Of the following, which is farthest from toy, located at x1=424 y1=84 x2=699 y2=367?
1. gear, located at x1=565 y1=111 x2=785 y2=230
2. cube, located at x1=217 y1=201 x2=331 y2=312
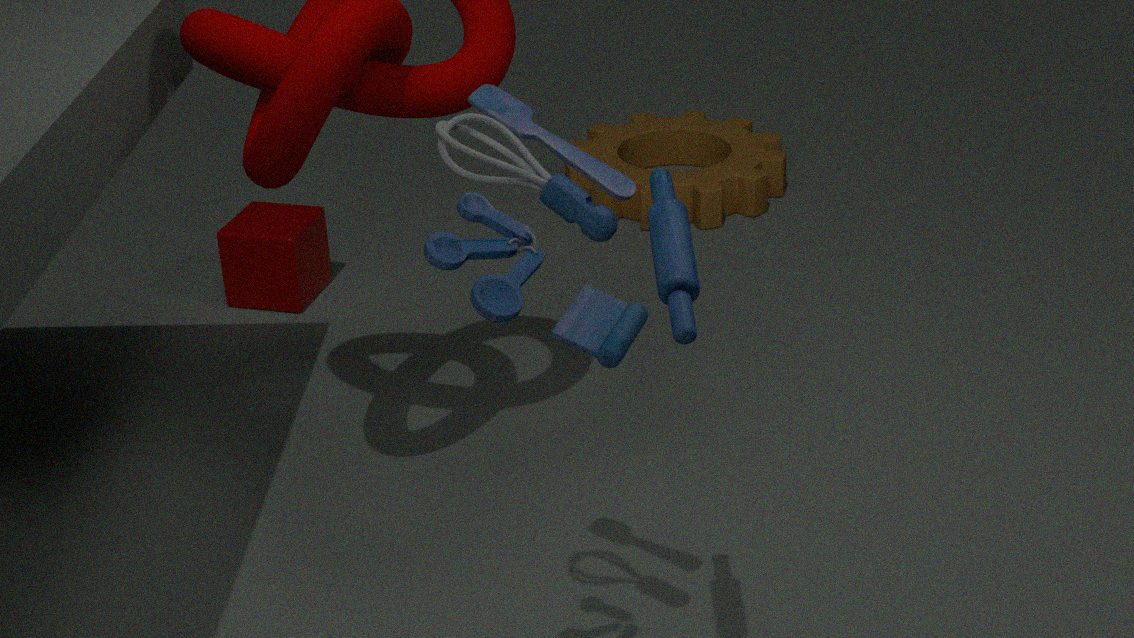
gear, located at x1=565 y1=111 x2=785 y2=230
